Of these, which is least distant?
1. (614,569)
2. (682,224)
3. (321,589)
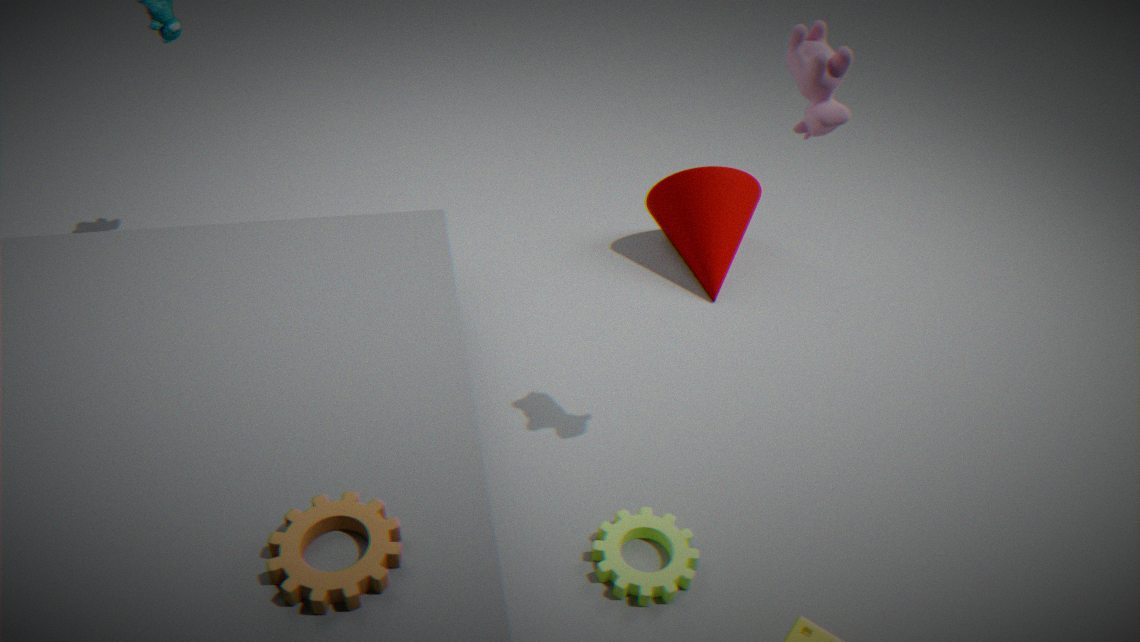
(321,589)
